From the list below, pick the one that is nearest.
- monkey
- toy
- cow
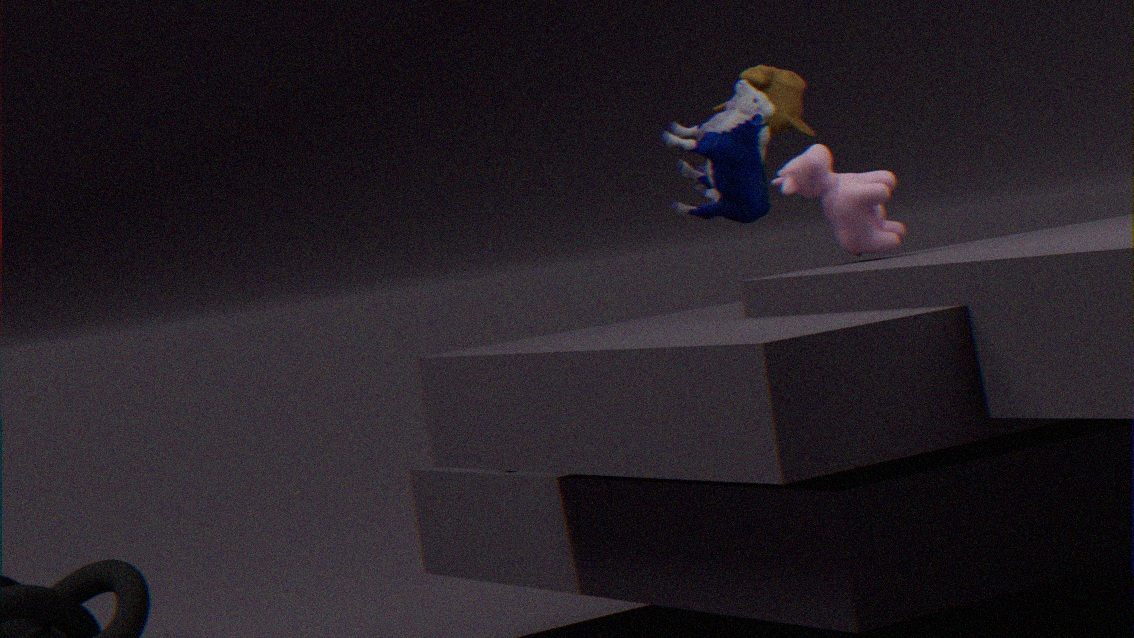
cow
